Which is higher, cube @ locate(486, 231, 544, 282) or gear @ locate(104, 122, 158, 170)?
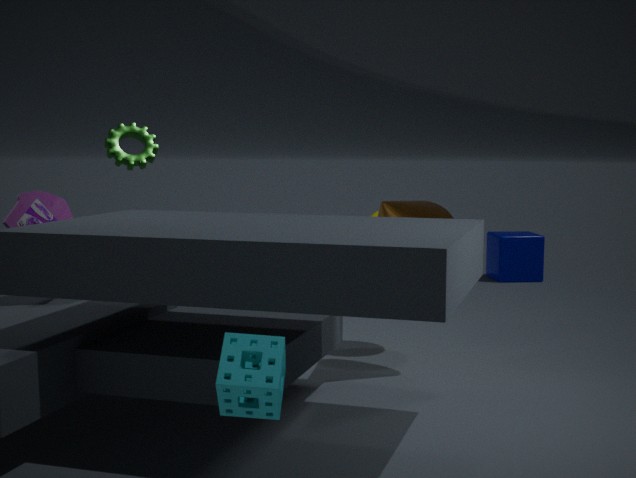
gear @ locate(104, 122, 158, 170)
